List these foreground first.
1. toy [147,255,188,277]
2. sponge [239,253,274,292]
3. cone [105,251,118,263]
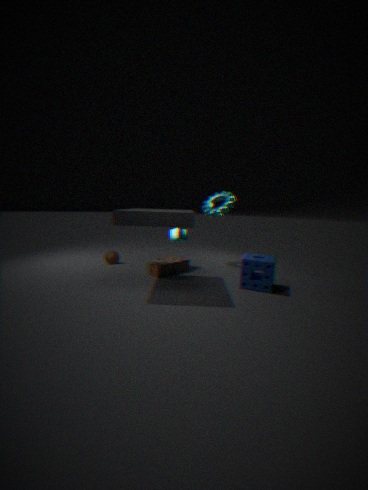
1. sponge [239,253,274,292]
2. toy [147,255,188,277]
3. cone [105,251,118,263]
